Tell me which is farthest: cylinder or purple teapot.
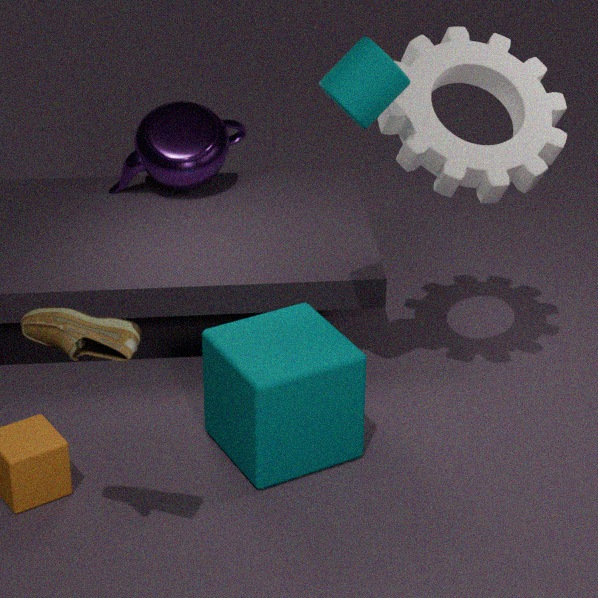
purple teapot
